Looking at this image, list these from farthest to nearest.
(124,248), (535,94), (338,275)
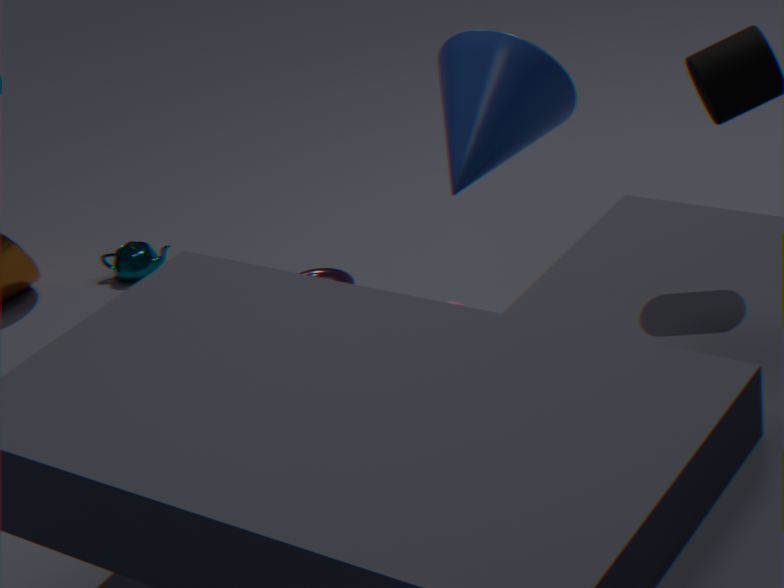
(124,248) < (338,275) < (535,94)
